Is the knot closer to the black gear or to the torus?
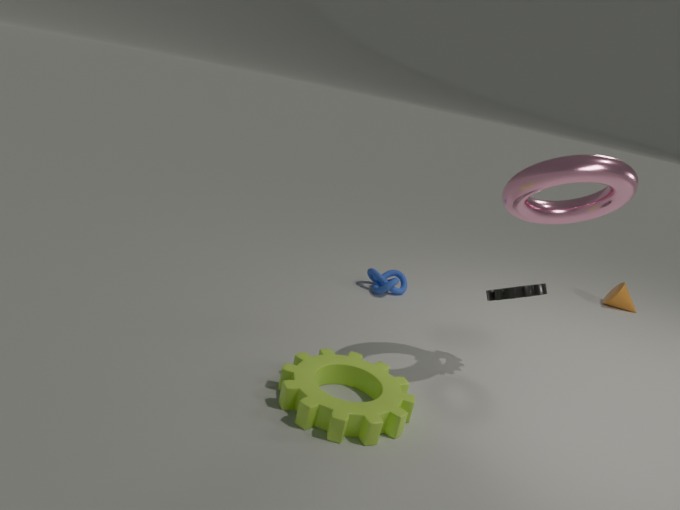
the black gear
